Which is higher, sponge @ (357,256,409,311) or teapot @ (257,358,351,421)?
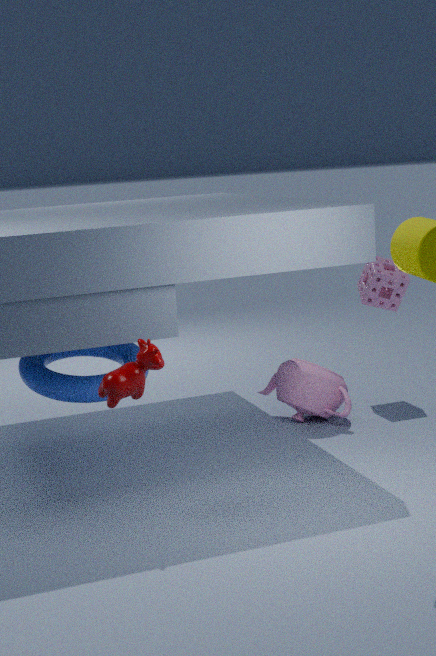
sponge @ (357,256,409,311)
